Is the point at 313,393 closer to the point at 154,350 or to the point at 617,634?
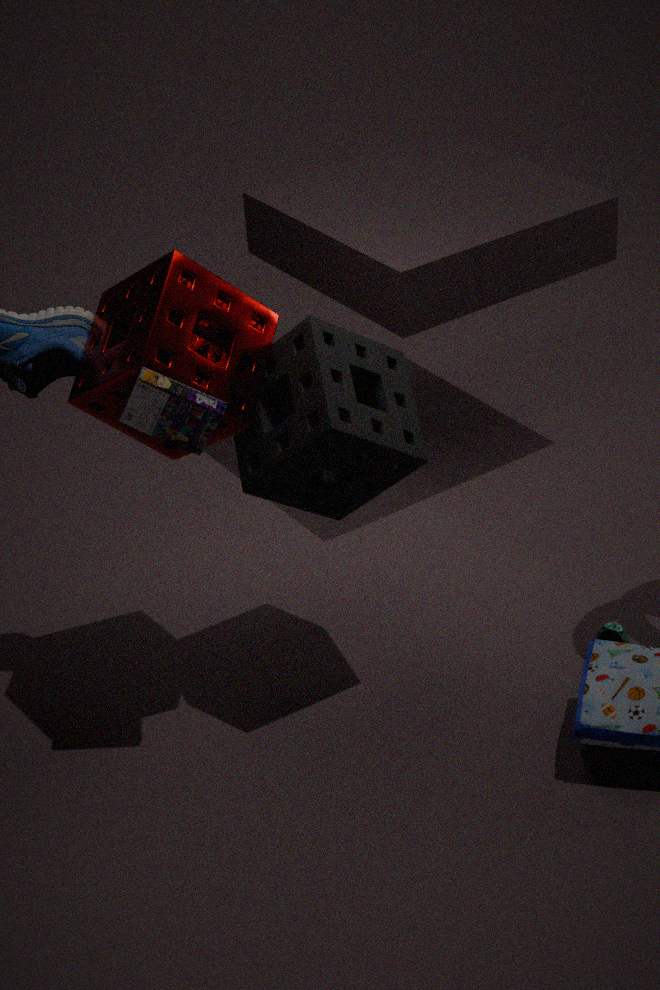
the point at 154,350
